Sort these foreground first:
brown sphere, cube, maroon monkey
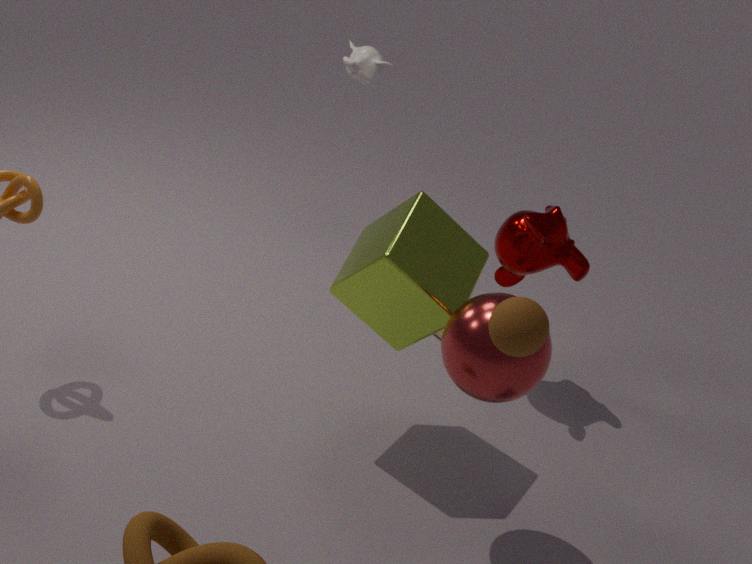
brown sphere < cube < maroon monkey
